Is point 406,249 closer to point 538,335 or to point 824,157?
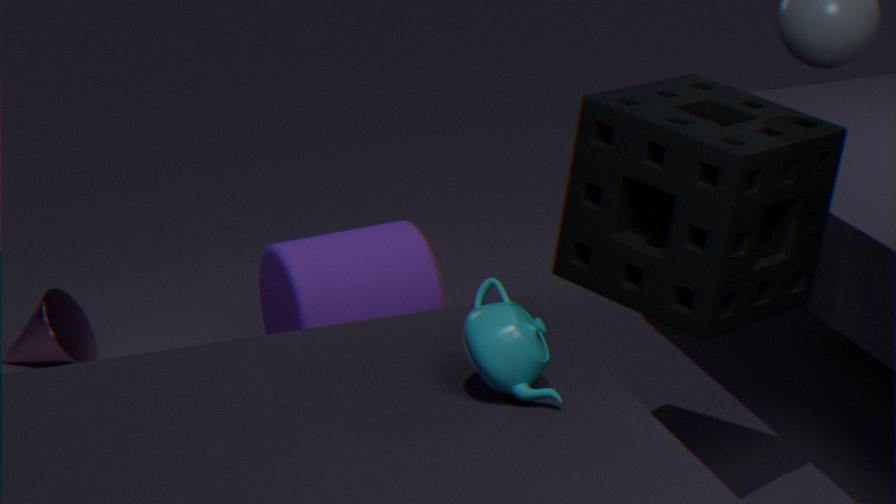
point 824,157
